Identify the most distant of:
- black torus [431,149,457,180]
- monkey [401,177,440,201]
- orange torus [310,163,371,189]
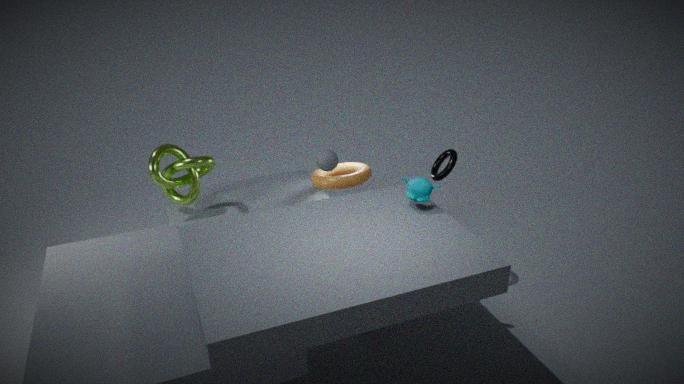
orange torus [310,163,371,189]
